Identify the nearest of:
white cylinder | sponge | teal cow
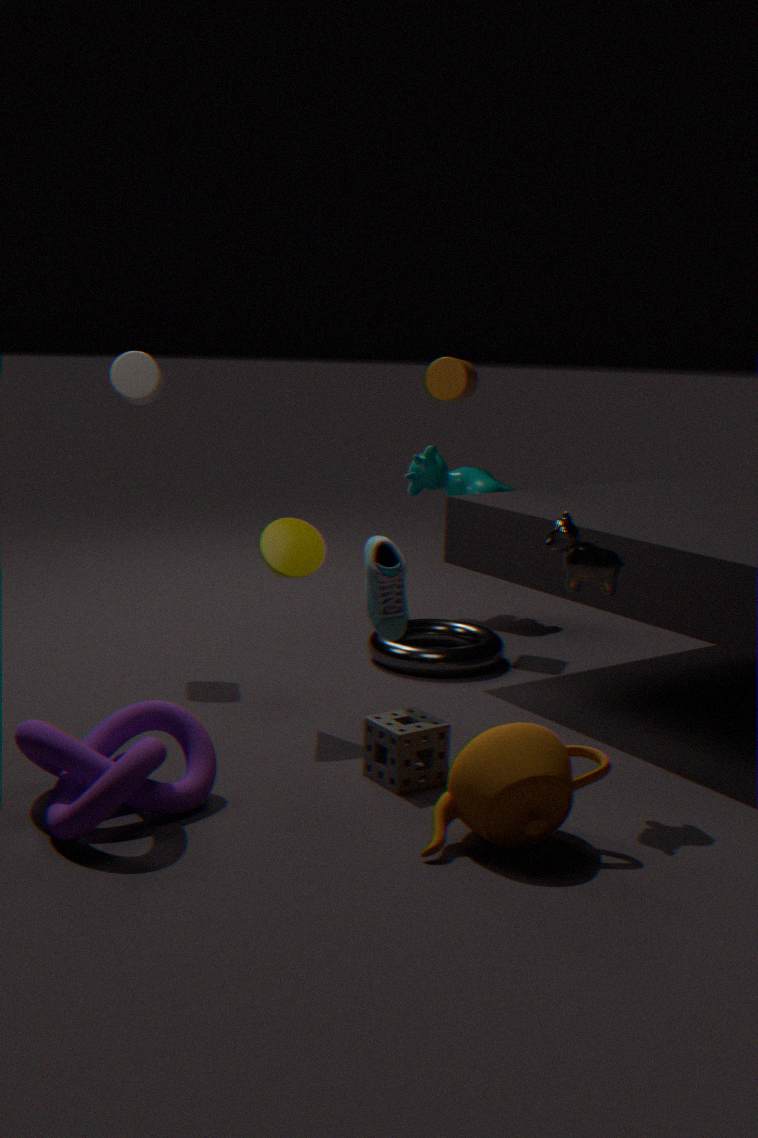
sponge
